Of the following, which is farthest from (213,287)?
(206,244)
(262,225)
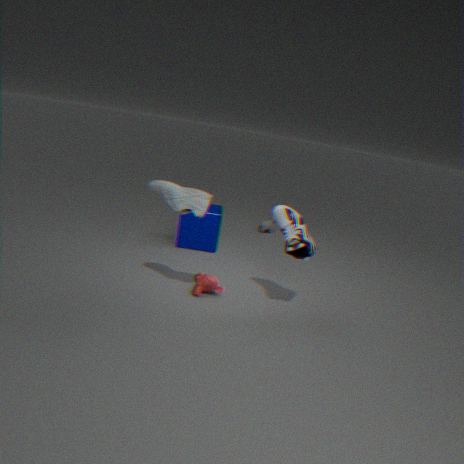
(262,225)
